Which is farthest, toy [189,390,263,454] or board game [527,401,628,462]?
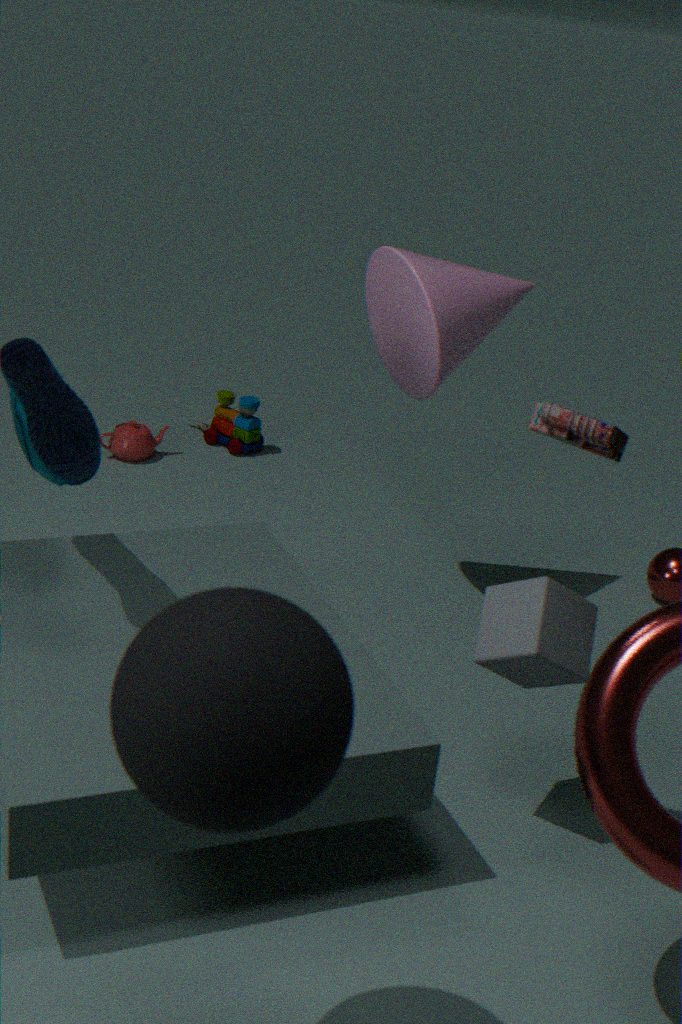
toy [189,390,263,454]
